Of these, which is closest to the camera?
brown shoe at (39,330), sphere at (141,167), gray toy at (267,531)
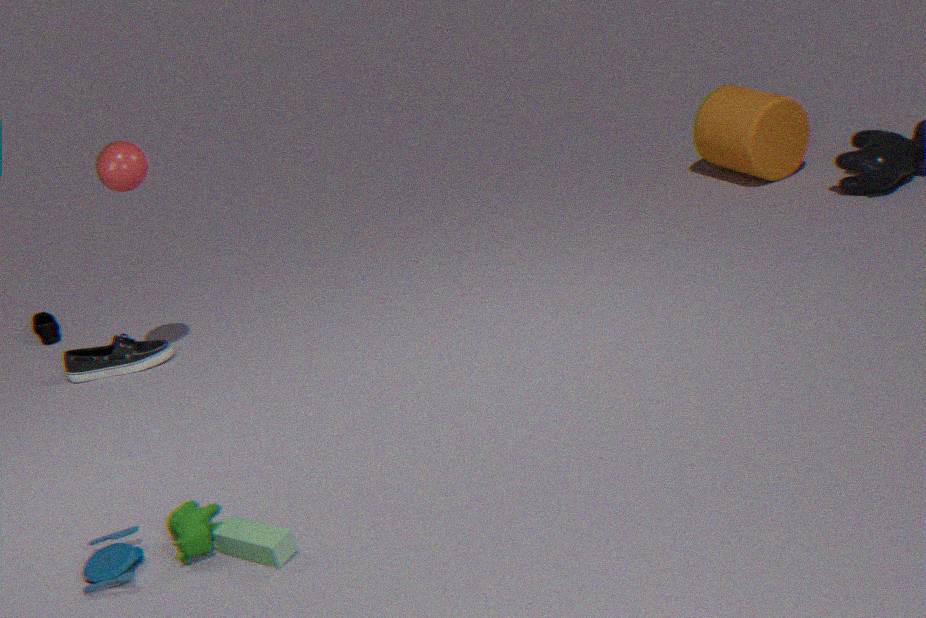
gray toy at (267,531)
